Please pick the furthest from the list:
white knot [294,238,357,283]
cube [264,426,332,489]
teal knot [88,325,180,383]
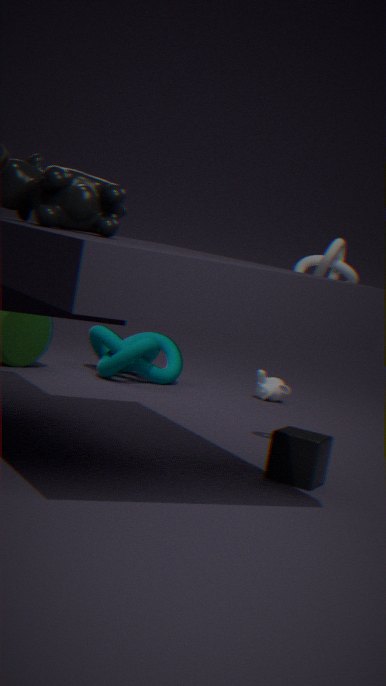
teal knot [88,325,180,383]
